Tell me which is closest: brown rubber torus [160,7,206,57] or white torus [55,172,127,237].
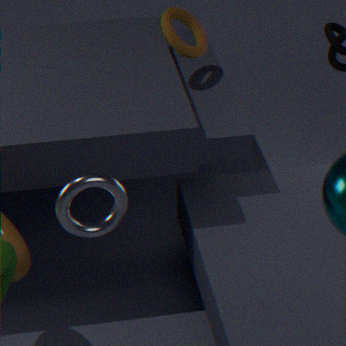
white torus [55,172,127,237]
